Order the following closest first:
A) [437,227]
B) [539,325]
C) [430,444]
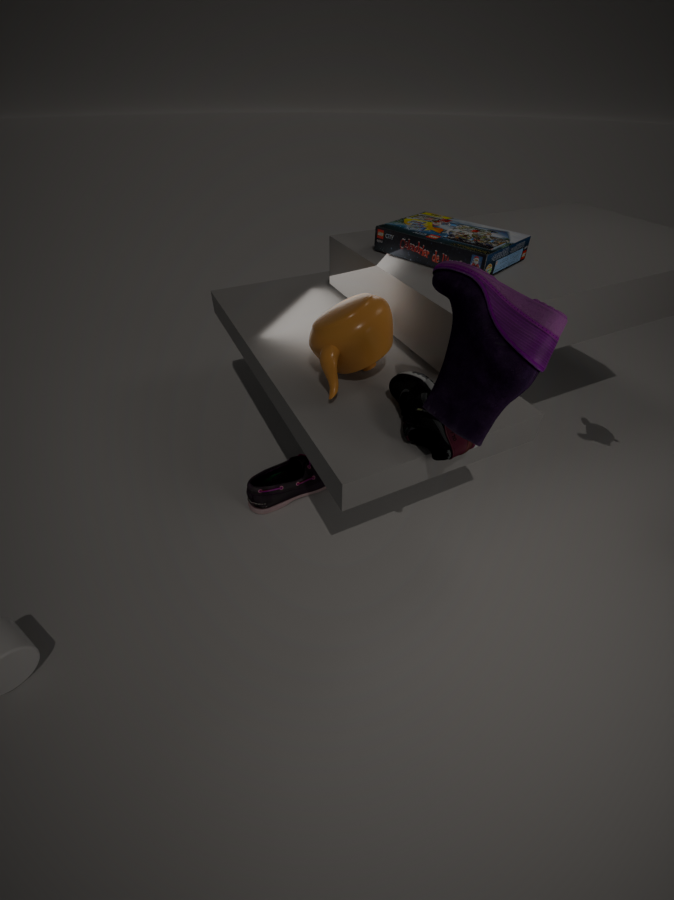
[539,325] < [430,444] < [437,227]
